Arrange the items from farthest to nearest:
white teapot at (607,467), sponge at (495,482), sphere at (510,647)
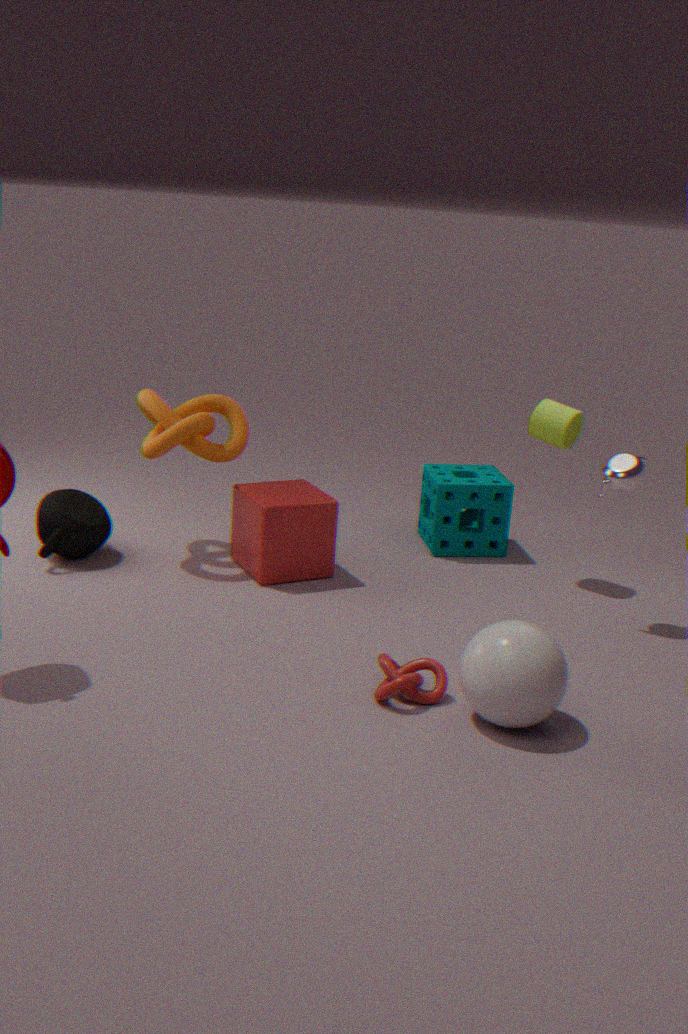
sponge at (495,482)
white teapot at (607,467)
sphere at (510,647)
